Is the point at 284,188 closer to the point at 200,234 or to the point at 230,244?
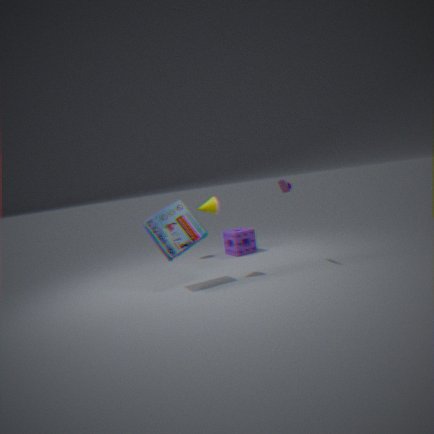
the point at 200,234
